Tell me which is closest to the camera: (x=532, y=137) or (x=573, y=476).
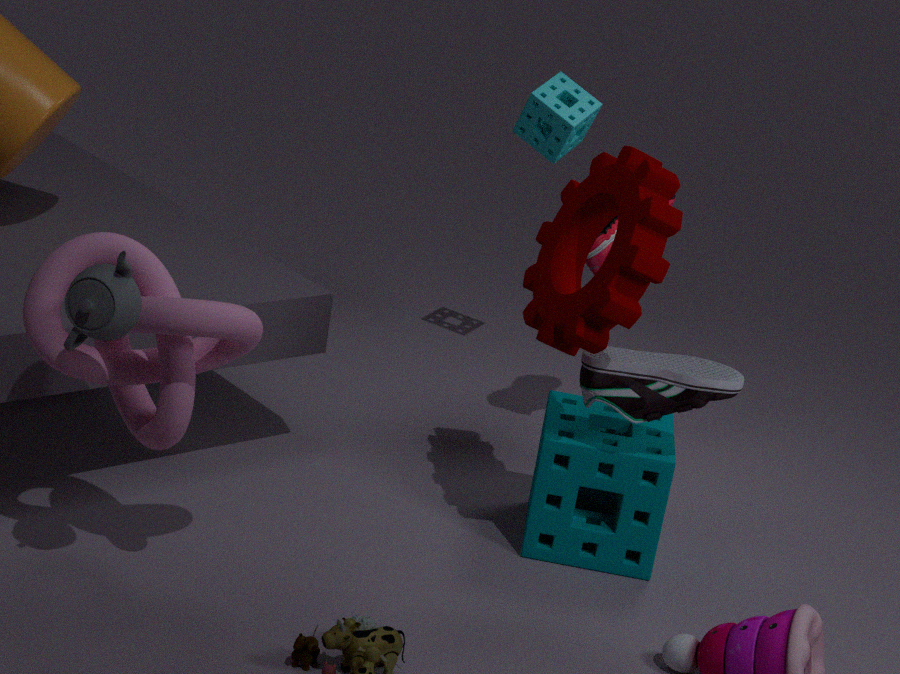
(x=573, y=476)
